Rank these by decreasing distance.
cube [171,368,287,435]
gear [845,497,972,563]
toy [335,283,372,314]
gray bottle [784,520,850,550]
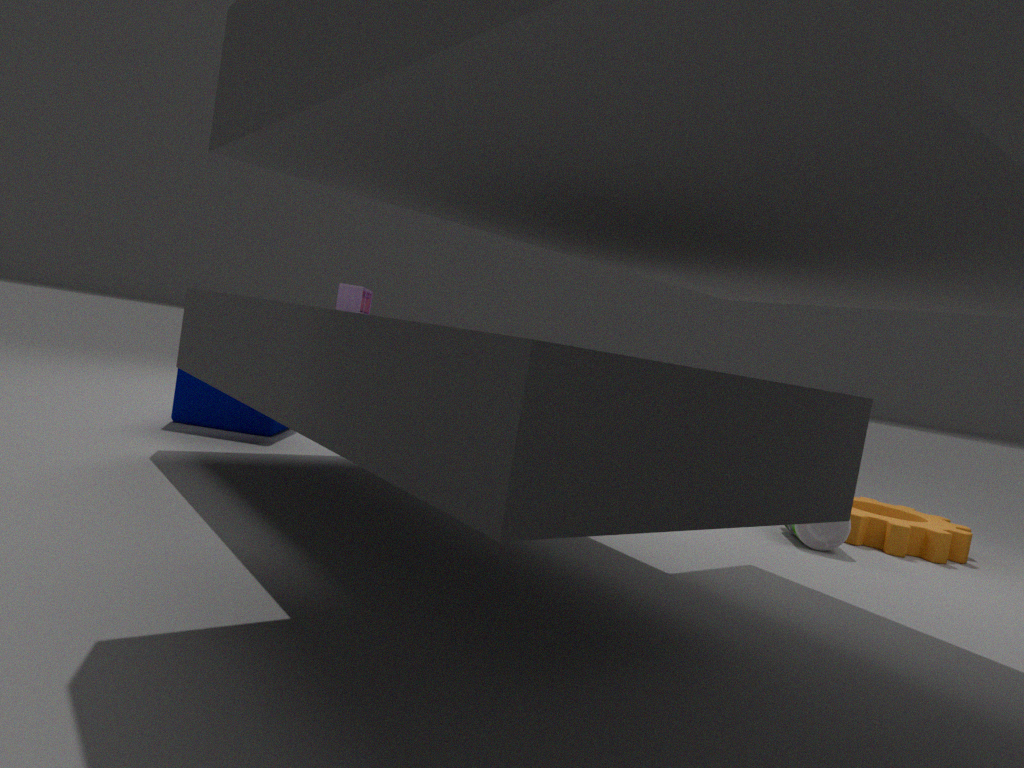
1. cube [171,368,287,435]
2. gear [845,497,972,563]
3. gray bottle [784,520,850,550]
4. toy [335,283,372,314]
